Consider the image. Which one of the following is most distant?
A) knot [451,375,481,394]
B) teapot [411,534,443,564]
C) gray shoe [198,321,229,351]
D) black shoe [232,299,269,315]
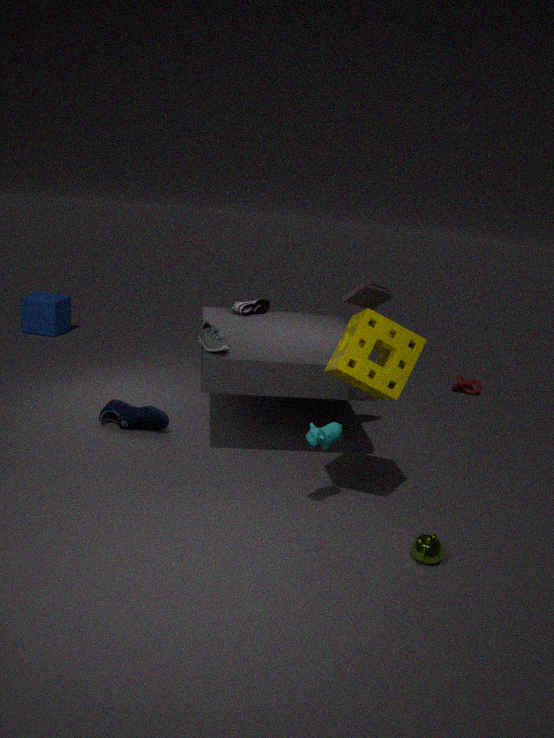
knot [451,375,481,394]
